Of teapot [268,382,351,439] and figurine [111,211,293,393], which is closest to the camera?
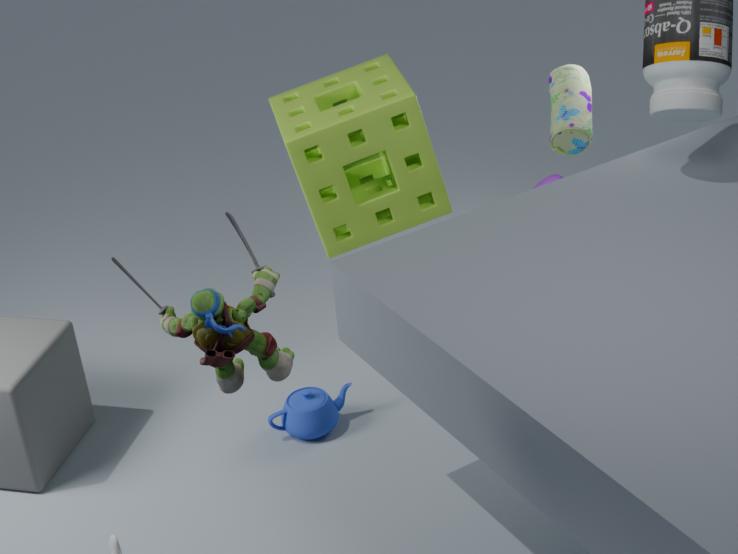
figurine [111,211,293,393]
